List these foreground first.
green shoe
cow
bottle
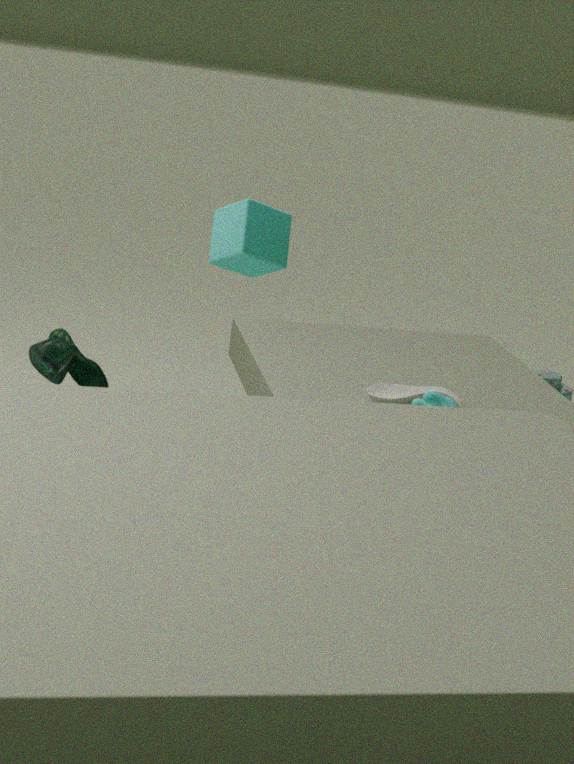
green shoe → cow → bottle
